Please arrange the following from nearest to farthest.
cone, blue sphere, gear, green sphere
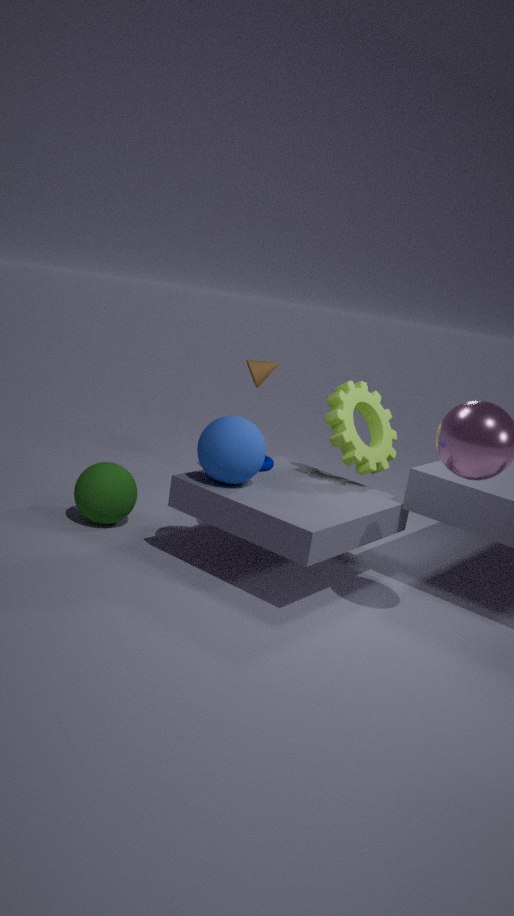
1. blue sphere
2. gear
3. green sphere
4. cone
